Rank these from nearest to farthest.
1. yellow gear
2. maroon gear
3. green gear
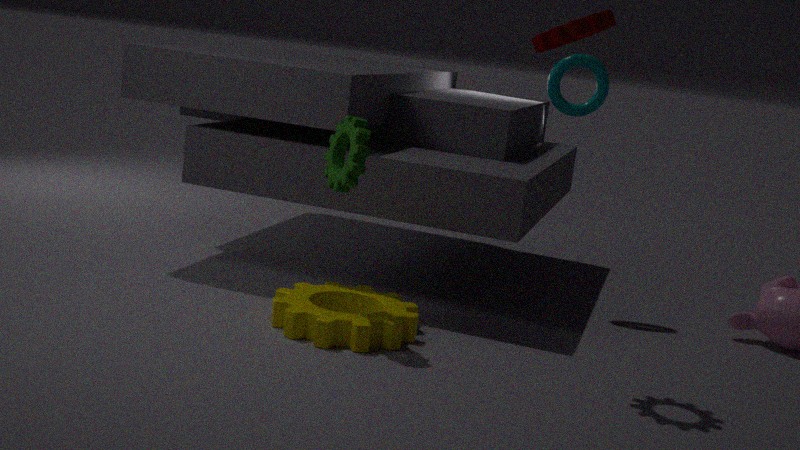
maroon gear, green gear, yellow gear
